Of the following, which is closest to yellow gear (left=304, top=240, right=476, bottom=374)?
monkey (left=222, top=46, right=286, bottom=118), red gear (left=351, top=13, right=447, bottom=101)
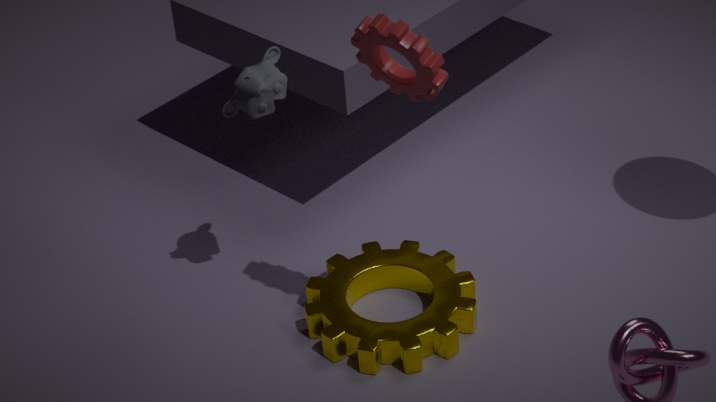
monkey (left=222, top=46, right=286, bottom=118)
